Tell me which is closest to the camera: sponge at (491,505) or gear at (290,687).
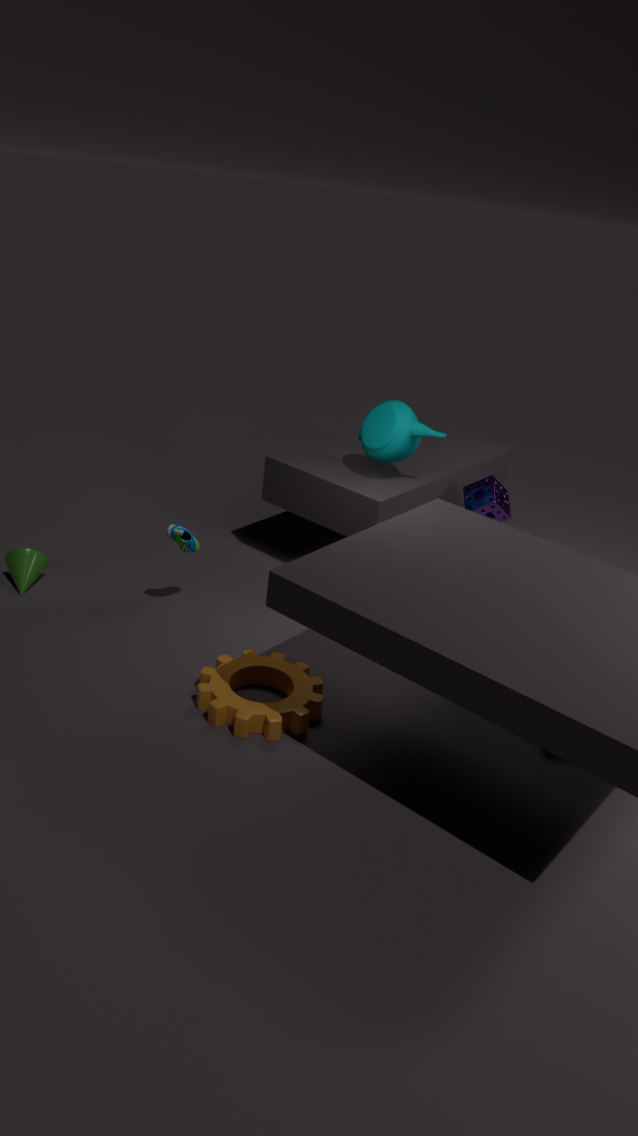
gear at (290,687)
